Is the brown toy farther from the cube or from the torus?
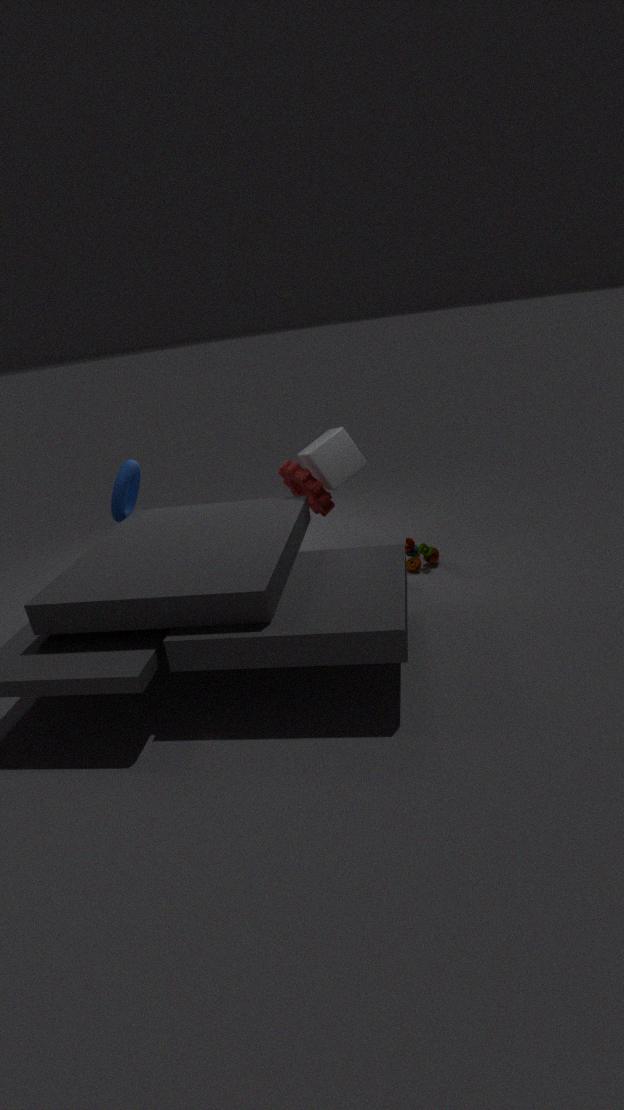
the torus
